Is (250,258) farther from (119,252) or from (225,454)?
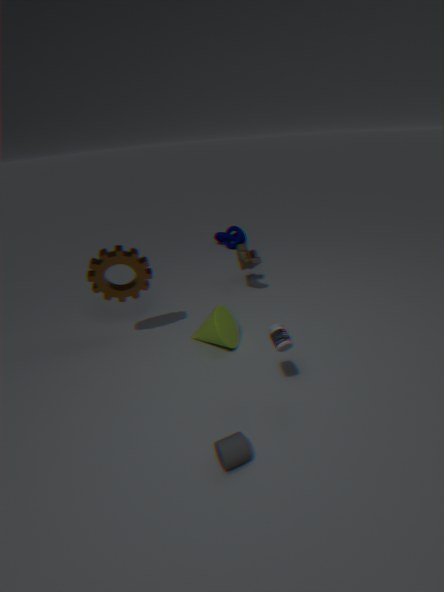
(225,454)
